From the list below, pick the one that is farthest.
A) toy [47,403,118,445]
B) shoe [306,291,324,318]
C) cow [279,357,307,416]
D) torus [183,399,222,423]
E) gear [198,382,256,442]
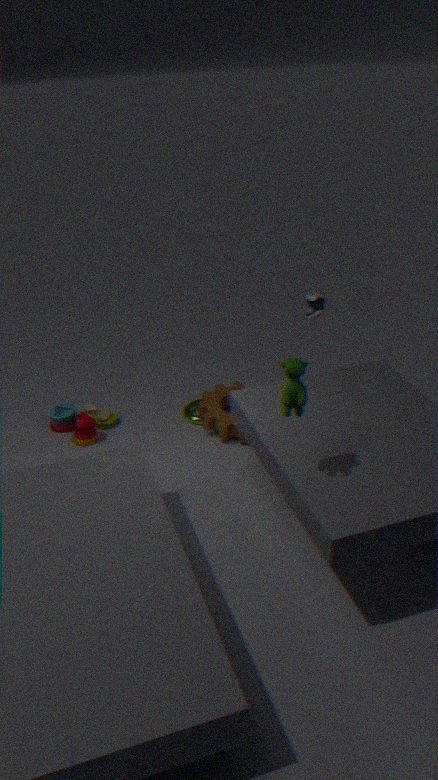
torus [183,399,222,423]
